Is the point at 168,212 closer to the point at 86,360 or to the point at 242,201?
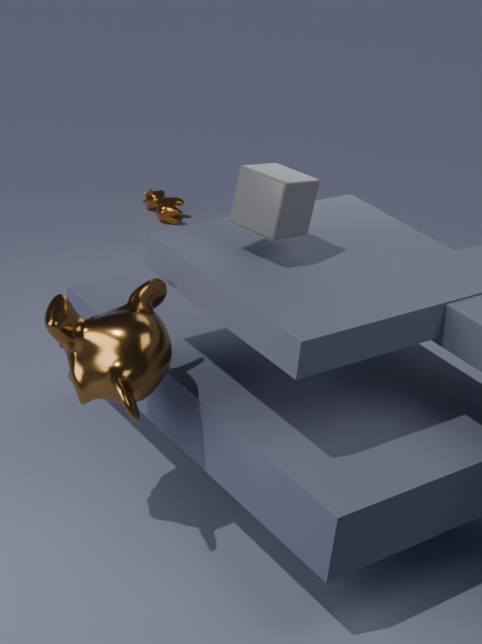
the point at 242,201
